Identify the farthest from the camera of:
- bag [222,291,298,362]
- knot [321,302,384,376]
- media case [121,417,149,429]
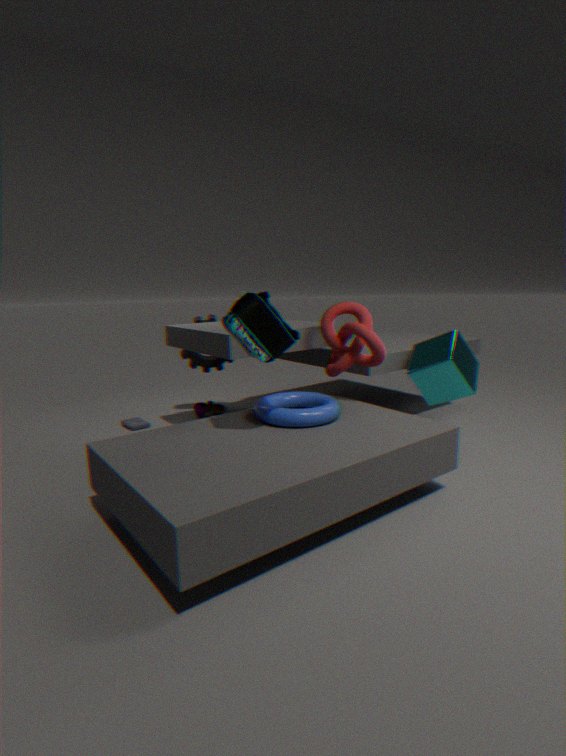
media case [121,417,149,429]
